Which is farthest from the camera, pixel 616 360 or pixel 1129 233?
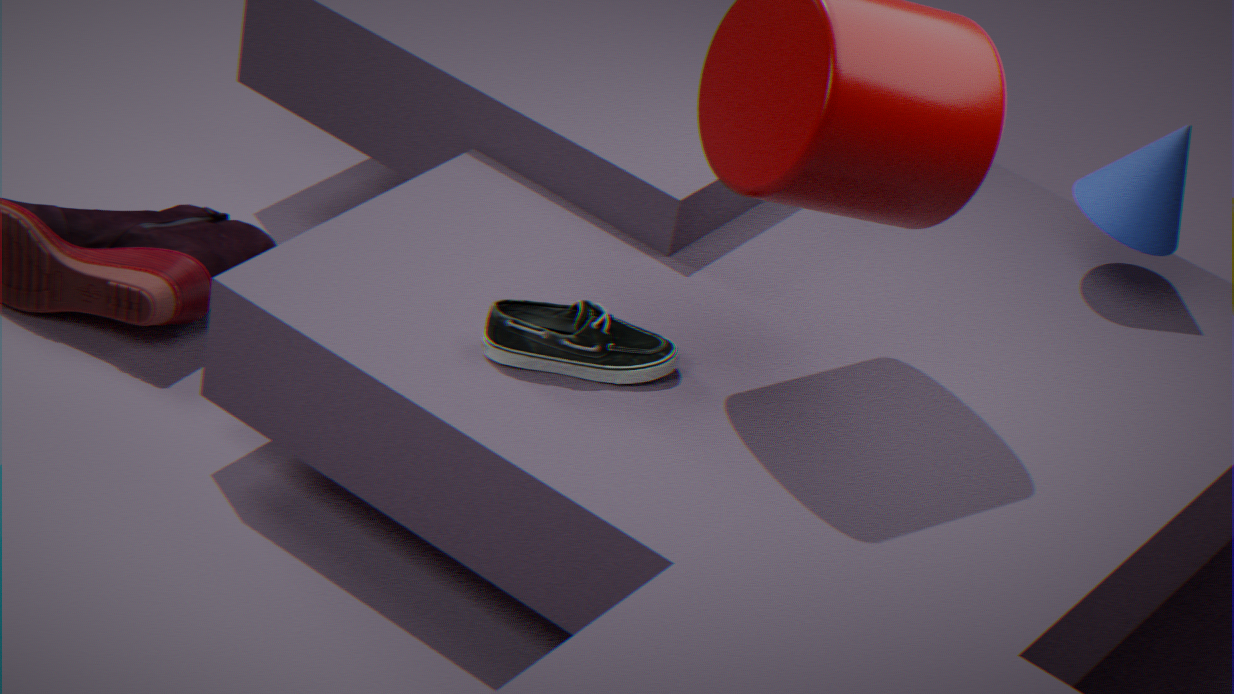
pixel 1129 233
